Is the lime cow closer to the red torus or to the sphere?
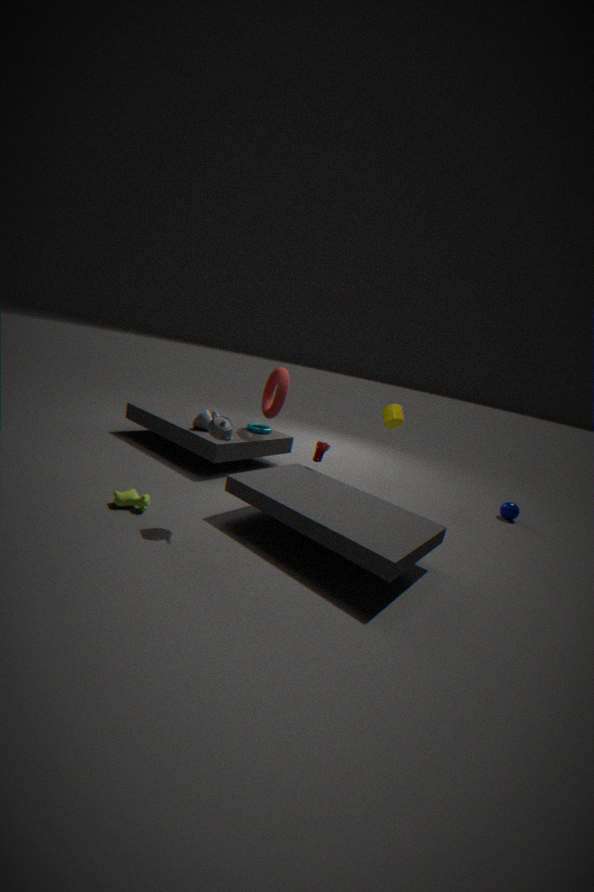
the red torus
